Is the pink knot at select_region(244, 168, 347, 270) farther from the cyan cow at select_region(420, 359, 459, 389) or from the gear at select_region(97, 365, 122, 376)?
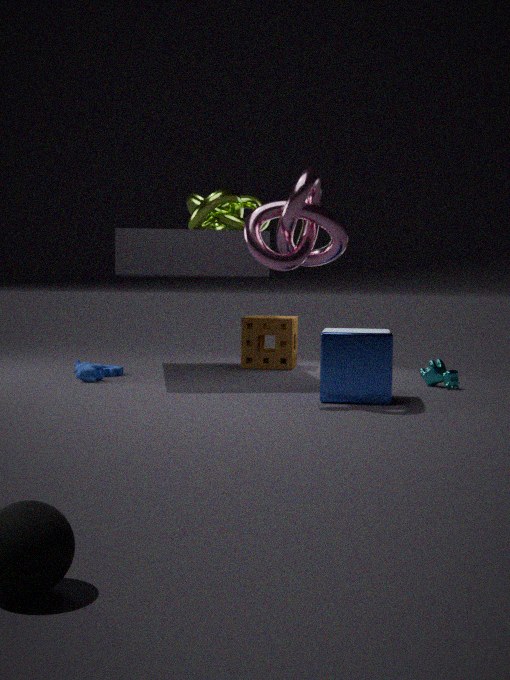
the gear at select_region(97, 365, 122, 376)
